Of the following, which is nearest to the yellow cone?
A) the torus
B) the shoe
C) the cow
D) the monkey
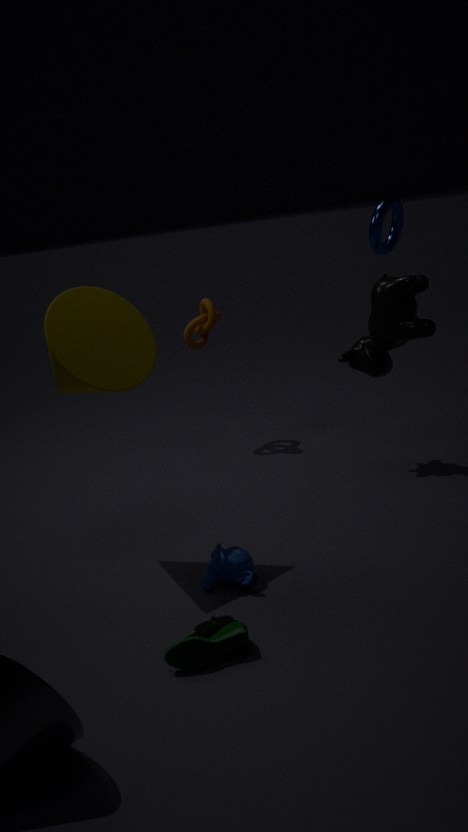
the monkey
